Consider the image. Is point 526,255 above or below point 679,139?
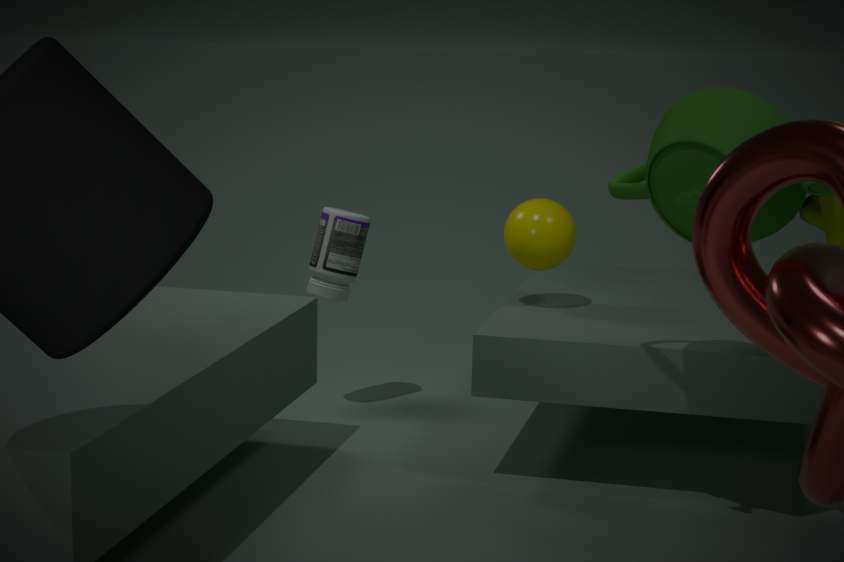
below
